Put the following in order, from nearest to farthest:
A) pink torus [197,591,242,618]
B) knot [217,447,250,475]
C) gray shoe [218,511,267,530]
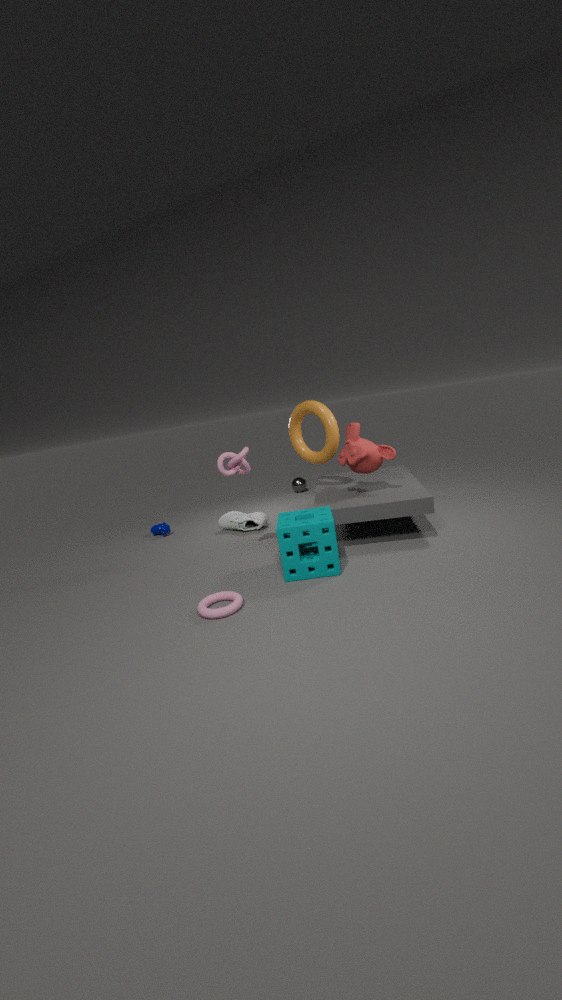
pink torus [197,591,242,618]
knot [217,447,250,475]
gray shoe [218,511,267,530]
